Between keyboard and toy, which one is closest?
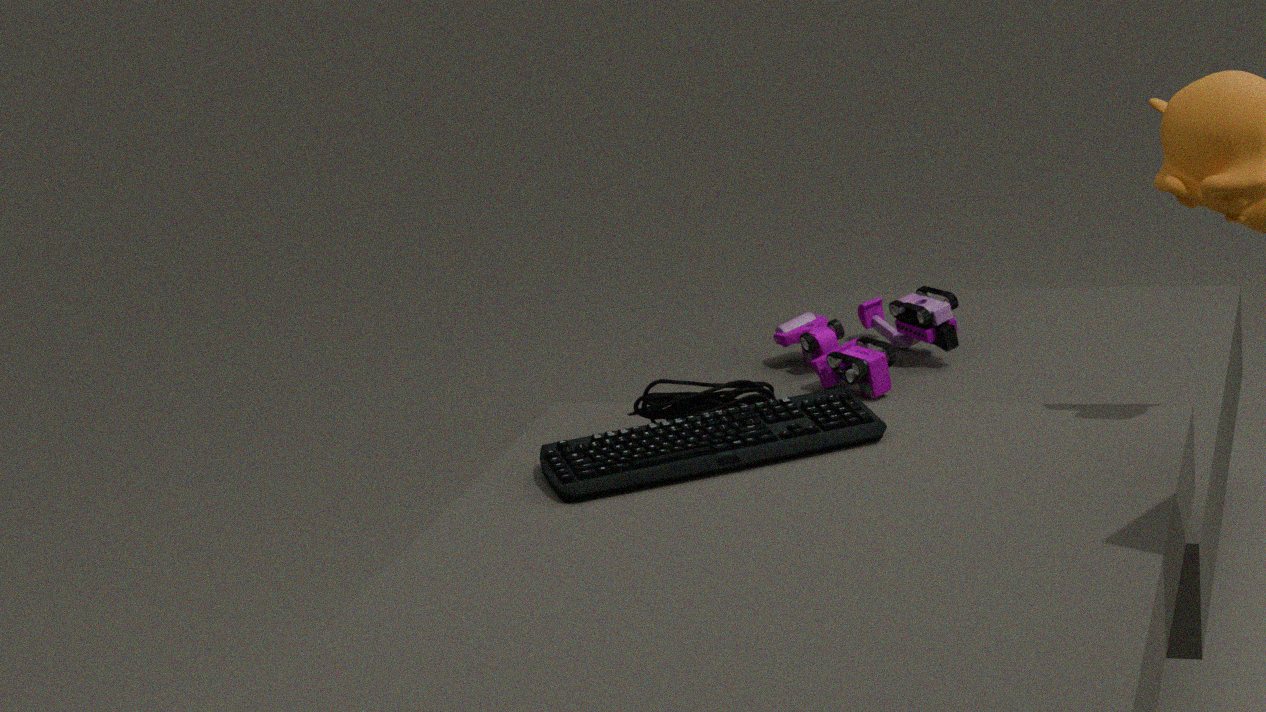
keyboard
